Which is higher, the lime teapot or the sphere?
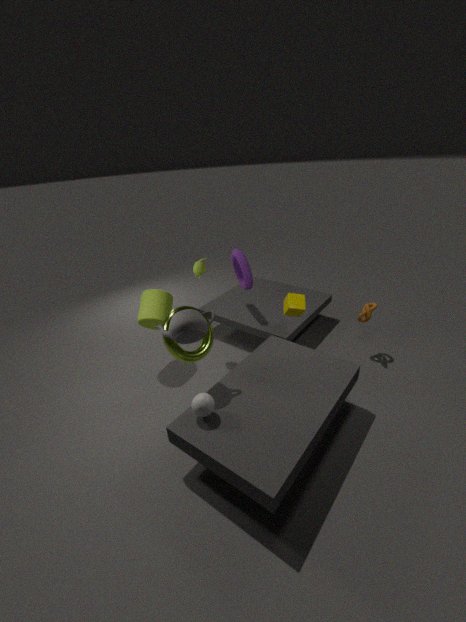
the lime teapot
